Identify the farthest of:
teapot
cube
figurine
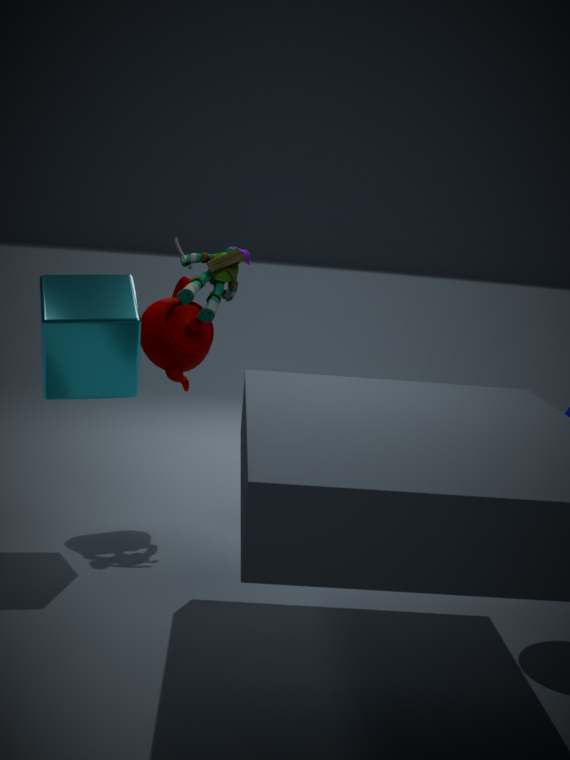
teapot
